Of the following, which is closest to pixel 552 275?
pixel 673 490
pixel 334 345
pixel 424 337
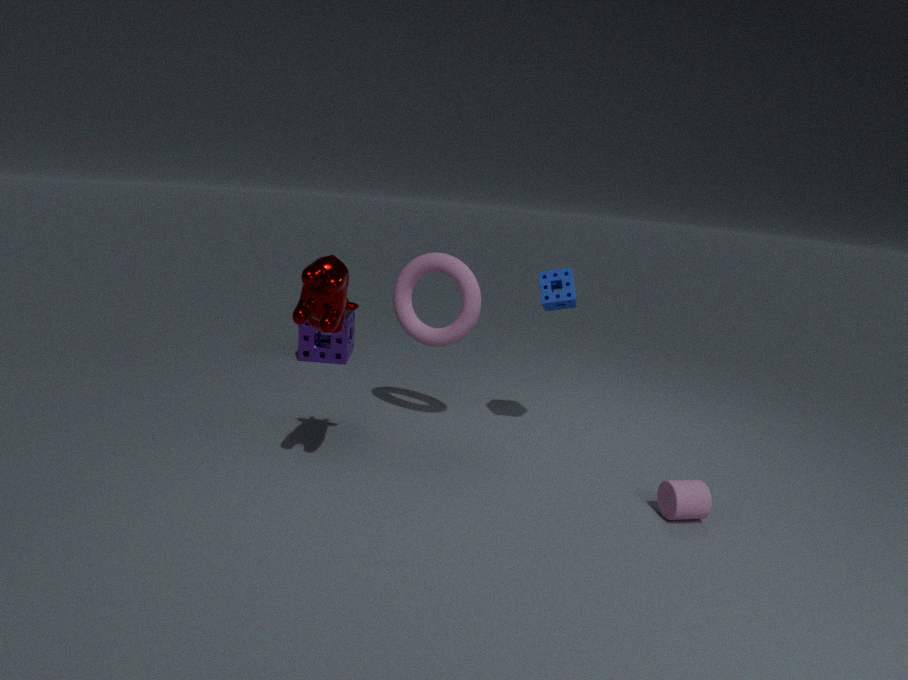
pixel 424 337
